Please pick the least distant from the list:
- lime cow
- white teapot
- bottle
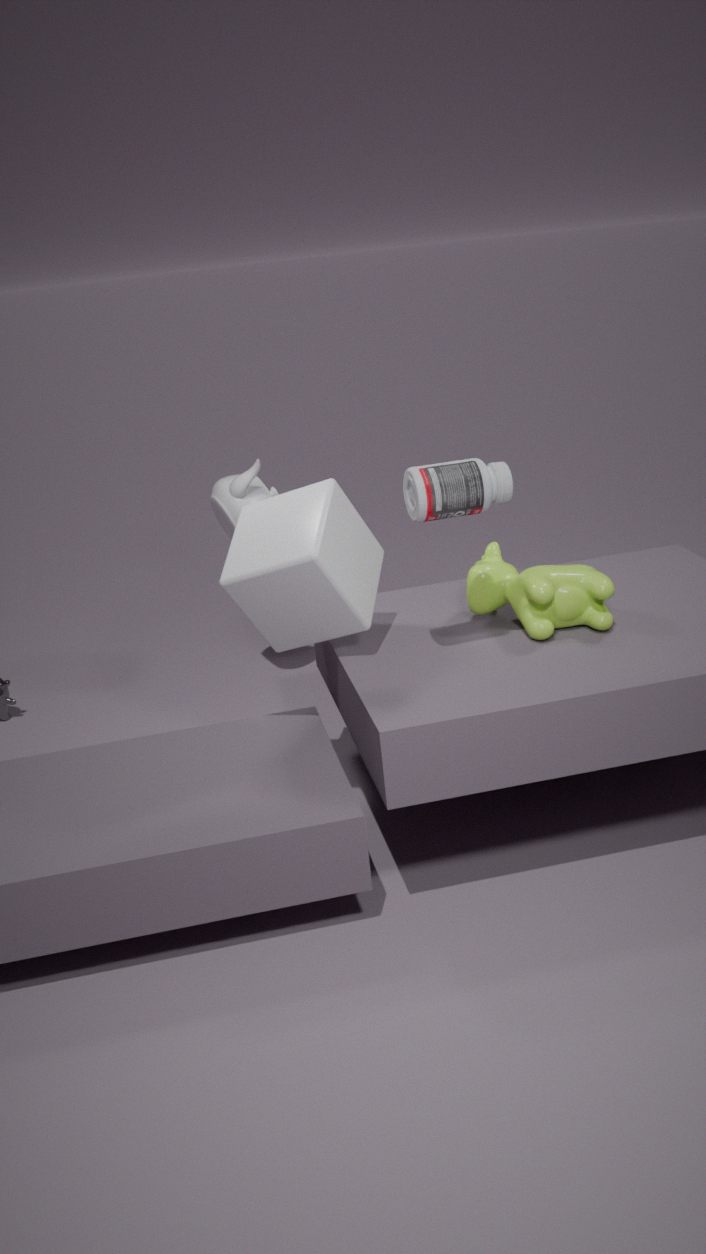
bottle
